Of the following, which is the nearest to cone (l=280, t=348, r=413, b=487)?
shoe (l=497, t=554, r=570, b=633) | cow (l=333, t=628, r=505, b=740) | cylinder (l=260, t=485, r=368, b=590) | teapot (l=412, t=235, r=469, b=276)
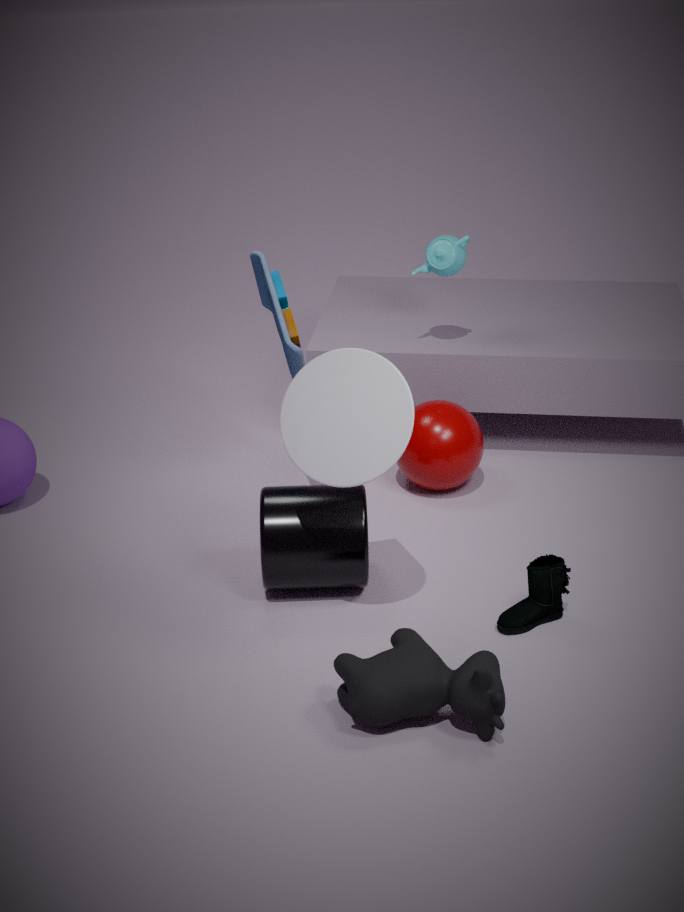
cylinder (l=260, t=485, r=368, b=590)
